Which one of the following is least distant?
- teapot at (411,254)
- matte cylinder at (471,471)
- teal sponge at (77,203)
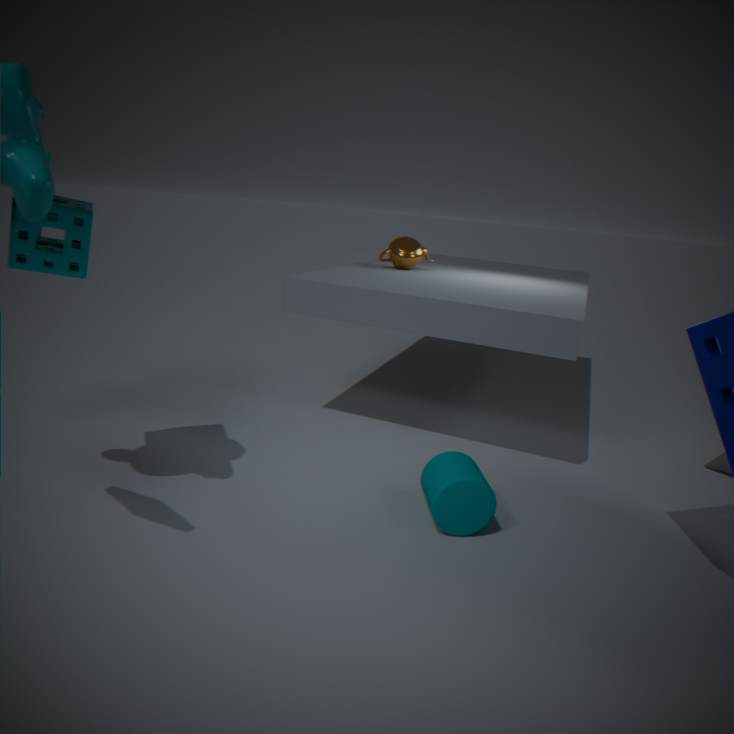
teal sponge at (77,203)
